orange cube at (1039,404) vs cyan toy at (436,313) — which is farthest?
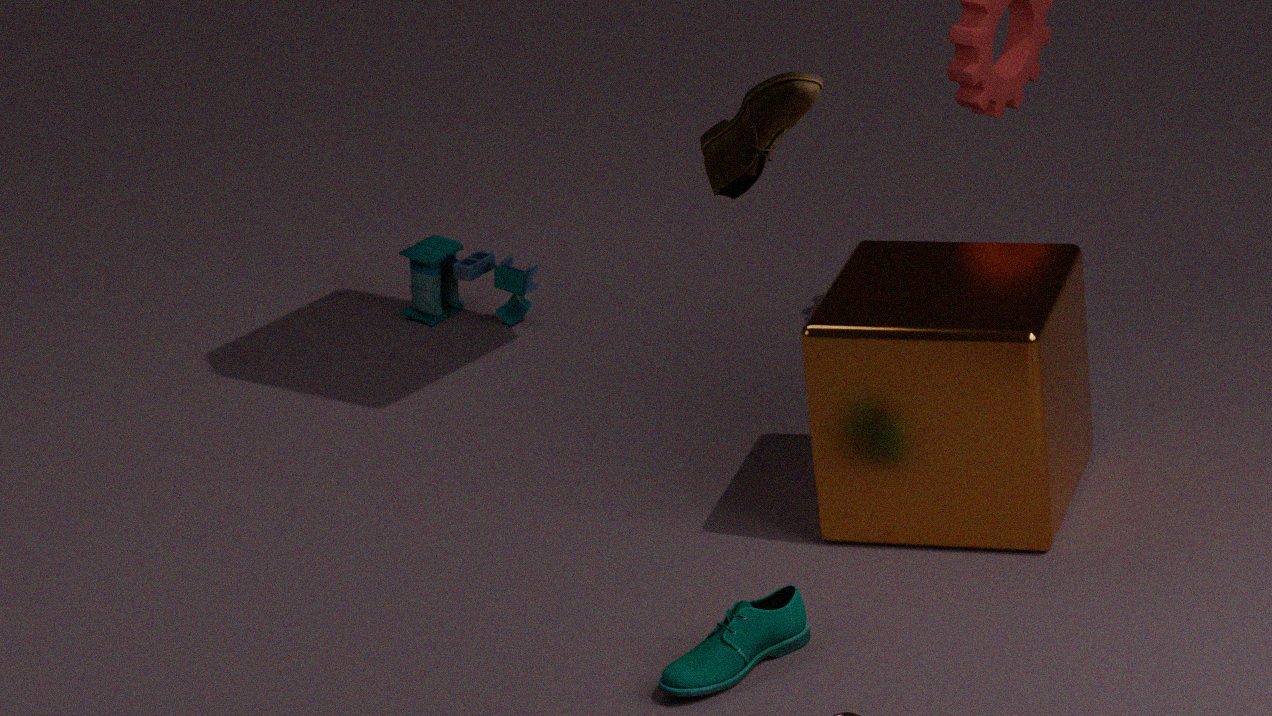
cyan toy at (436,313)
